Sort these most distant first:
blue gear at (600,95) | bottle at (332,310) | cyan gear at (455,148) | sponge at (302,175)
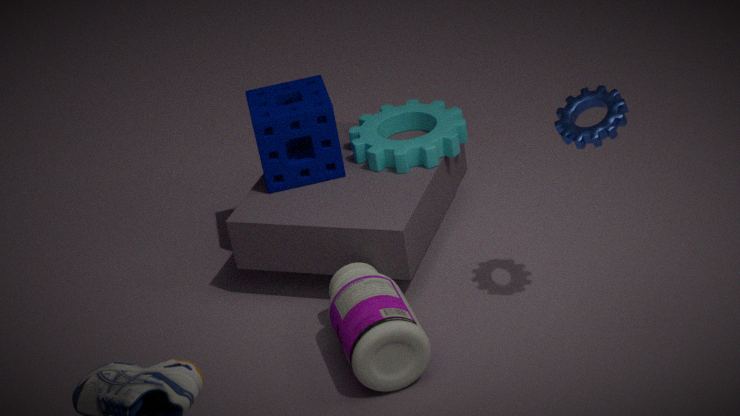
1. cyan gear at (455,148)
2. sponge at (302,175)
3. bottle at (332,310)
4. blue gear at (600,95)
